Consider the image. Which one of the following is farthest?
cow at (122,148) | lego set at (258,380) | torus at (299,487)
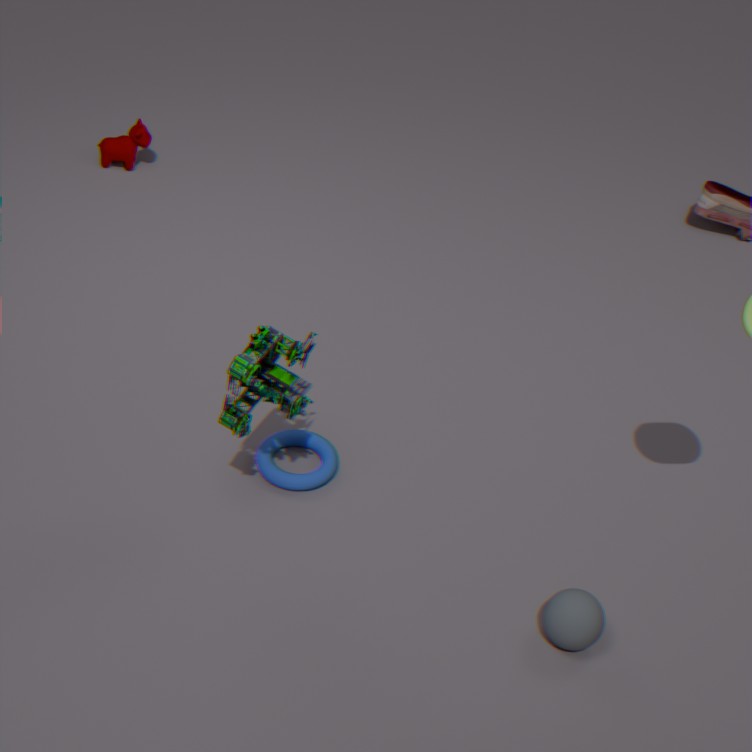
cow at (122,148)
